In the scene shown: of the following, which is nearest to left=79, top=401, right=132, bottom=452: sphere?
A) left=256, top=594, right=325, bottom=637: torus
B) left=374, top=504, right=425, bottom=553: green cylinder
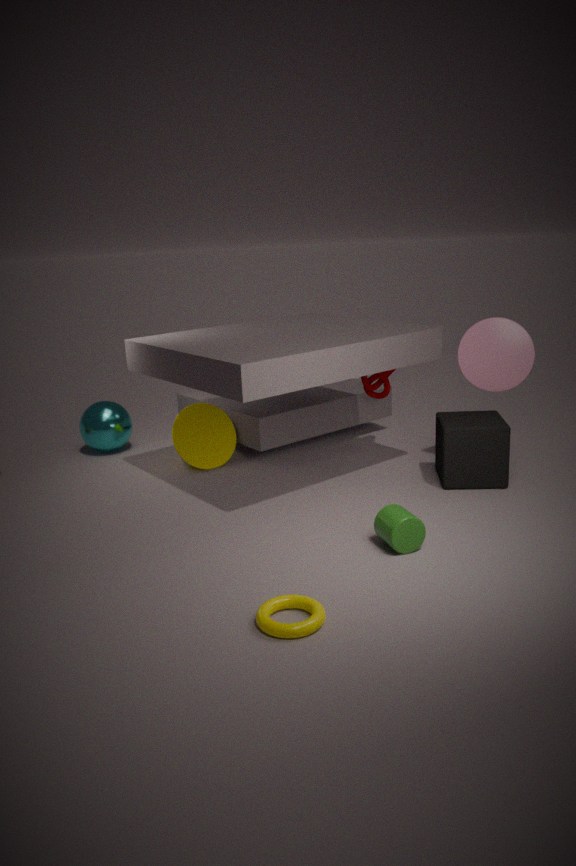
left=374, top=504, right=425, bottom=553: green cylinder
